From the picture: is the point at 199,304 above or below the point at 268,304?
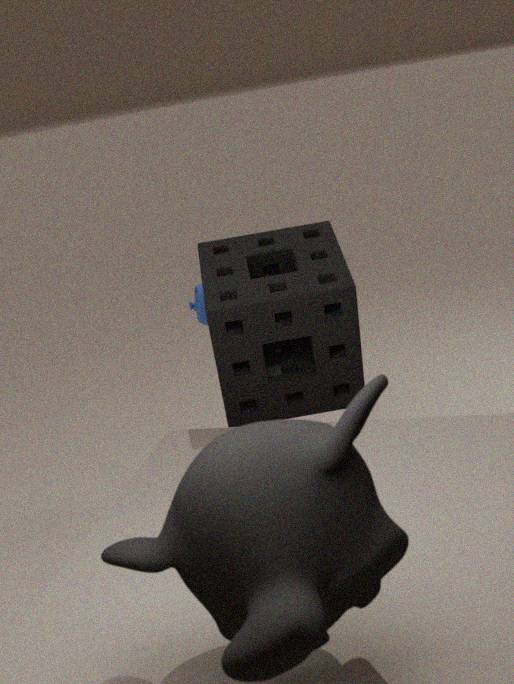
below
